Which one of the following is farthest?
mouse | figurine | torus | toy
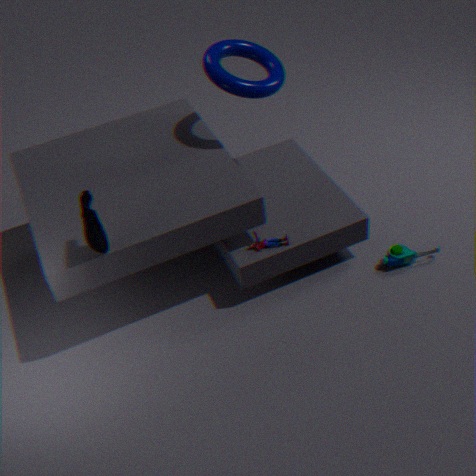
toy
